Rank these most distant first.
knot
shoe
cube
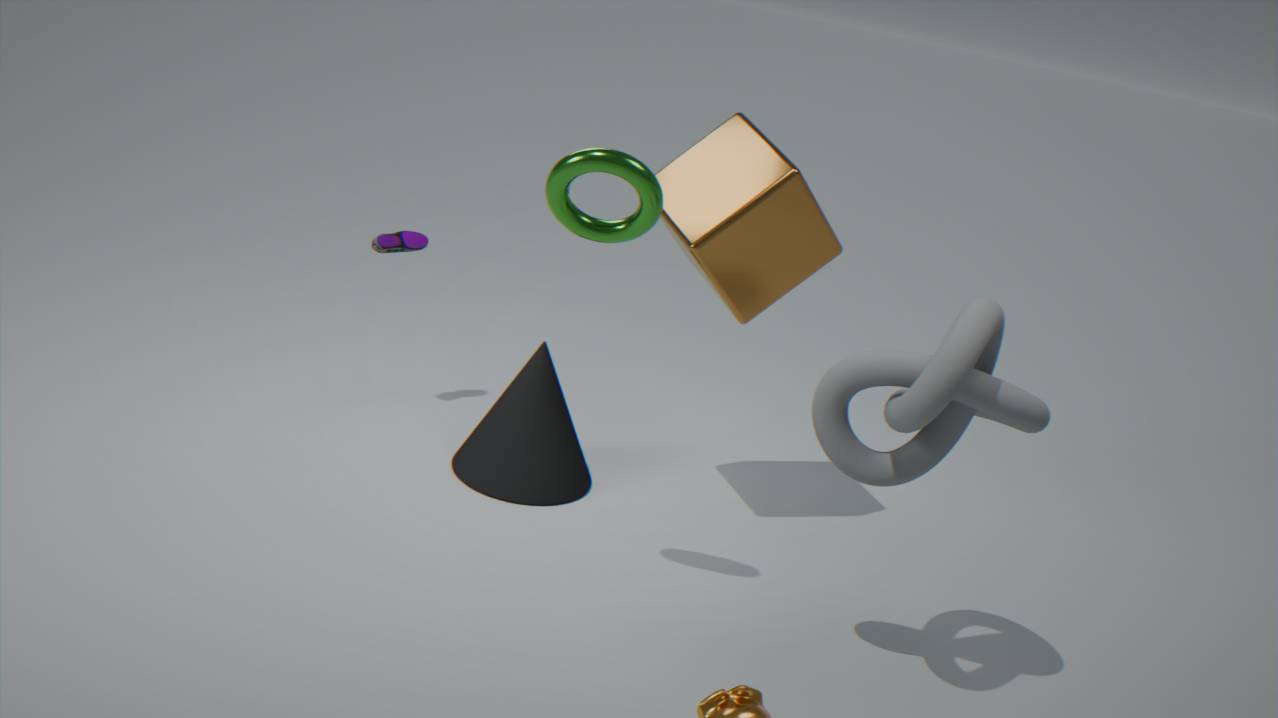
shoe, cube, knot
